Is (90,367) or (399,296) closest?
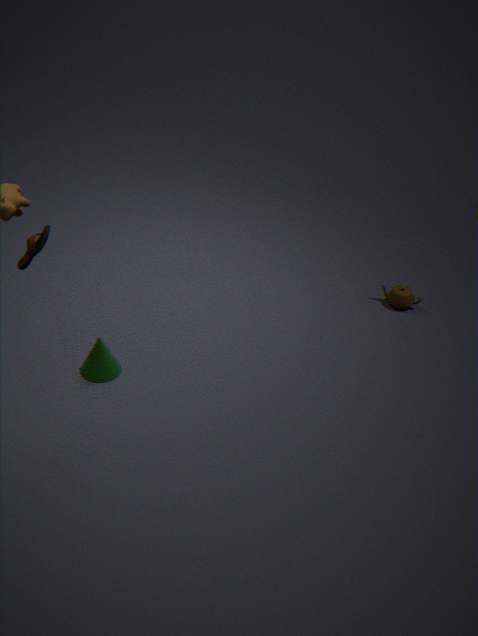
(90,367)
